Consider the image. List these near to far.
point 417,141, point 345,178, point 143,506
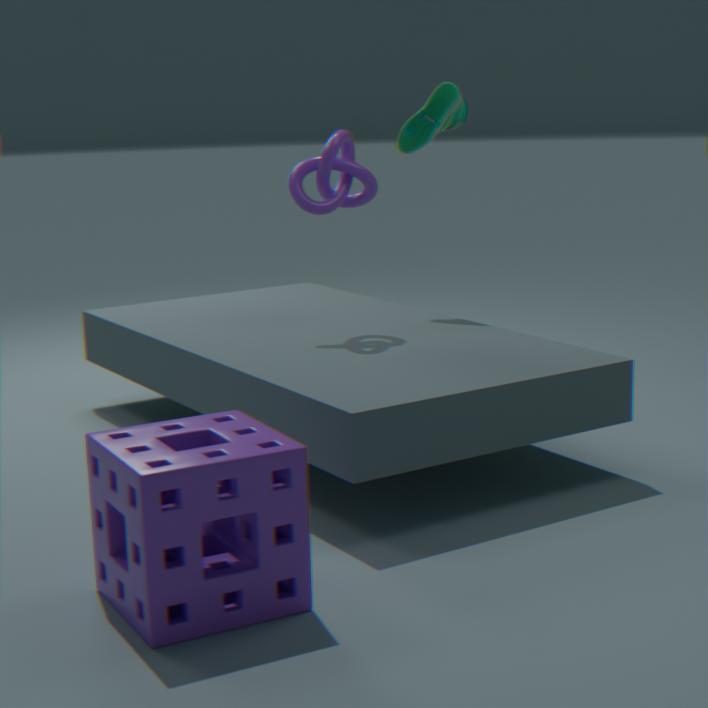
point 143,506, point 345,178, point 417,141
